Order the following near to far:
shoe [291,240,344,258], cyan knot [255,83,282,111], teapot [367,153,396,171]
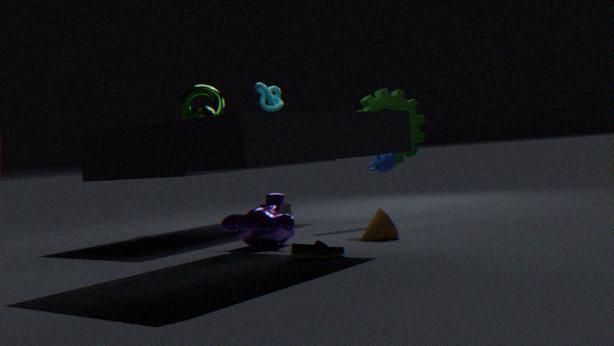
shoe [291,240,344,258] < teapot [367,153,396,171] < cyan knot [255,83,282,111]
